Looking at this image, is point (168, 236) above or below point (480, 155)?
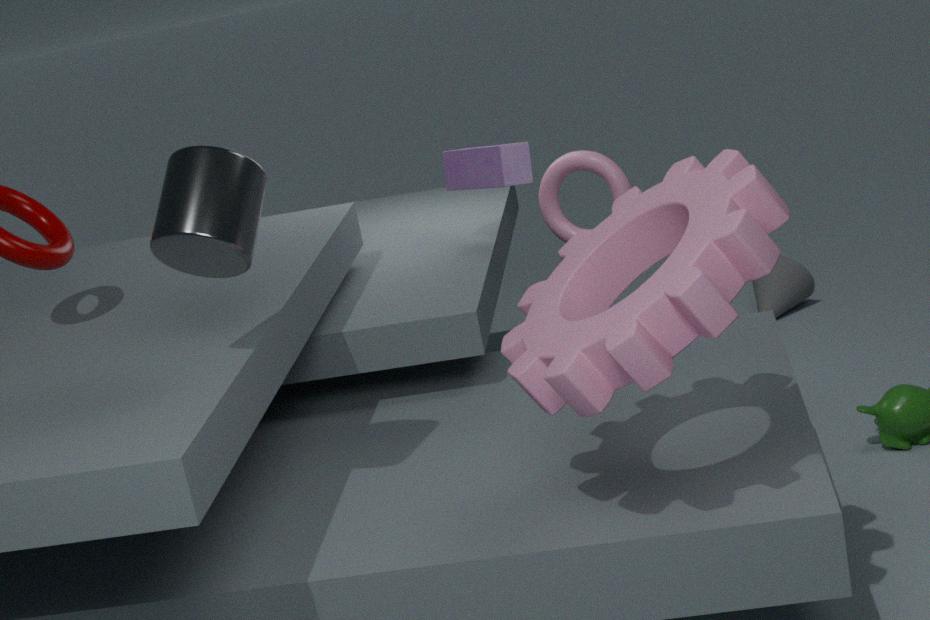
above
